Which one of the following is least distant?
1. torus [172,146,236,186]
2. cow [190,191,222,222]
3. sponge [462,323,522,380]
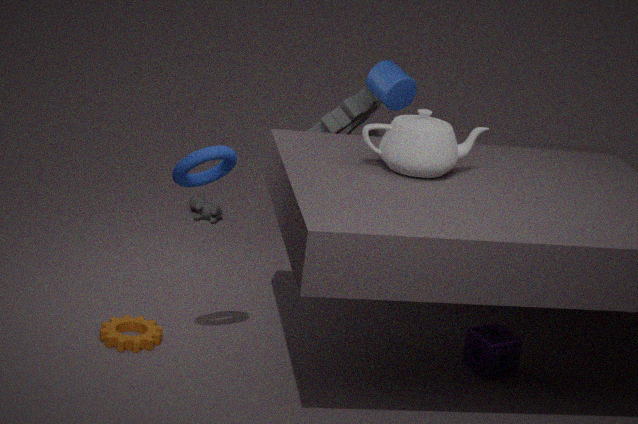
torus [172,146,236,186]
